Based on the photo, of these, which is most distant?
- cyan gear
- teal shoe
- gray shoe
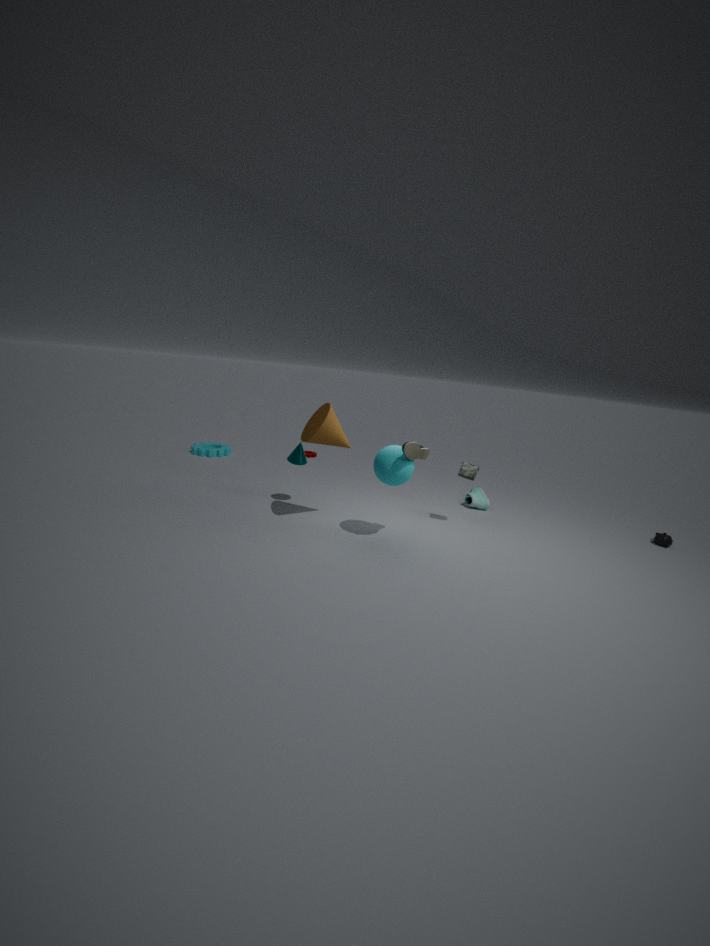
cyan gear
